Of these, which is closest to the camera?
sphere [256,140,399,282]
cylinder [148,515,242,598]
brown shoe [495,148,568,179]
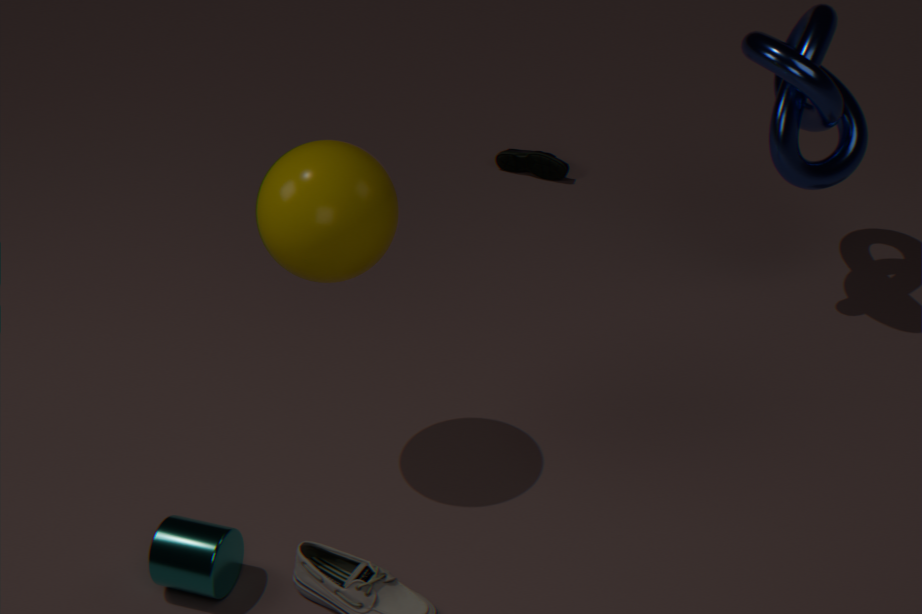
sphere [256,140,399,282]
